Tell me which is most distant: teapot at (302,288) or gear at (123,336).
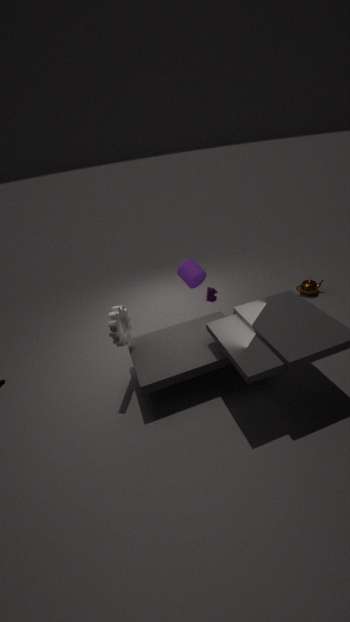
teapot at (302,288)
